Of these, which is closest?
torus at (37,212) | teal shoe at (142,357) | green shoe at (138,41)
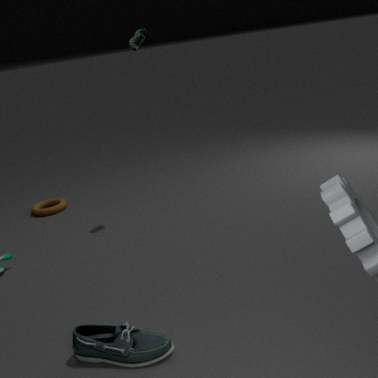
teal shoe at (142,357)
